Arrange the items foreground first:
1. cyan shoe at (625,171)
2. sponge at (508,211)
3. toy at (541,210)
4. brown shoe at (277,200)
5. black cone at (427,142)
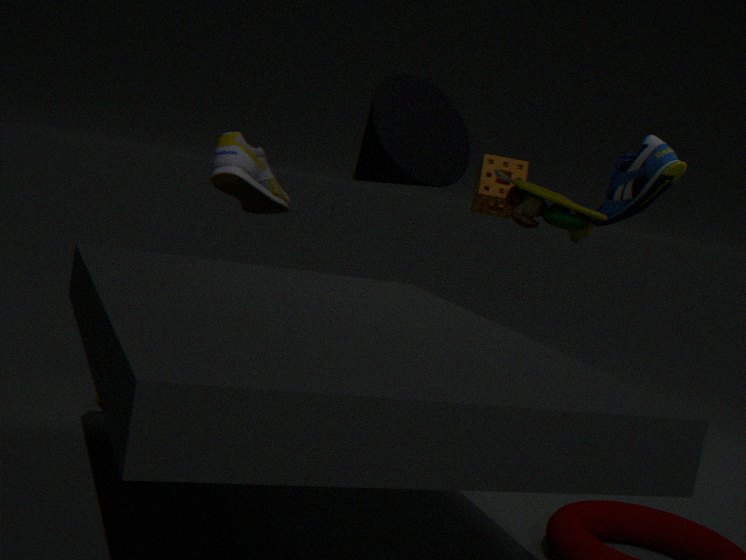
brown shoe at (277,200), black cone at (427,142), toy at (541,210), cyan shoe at (625,171), sponge at (508,211)
